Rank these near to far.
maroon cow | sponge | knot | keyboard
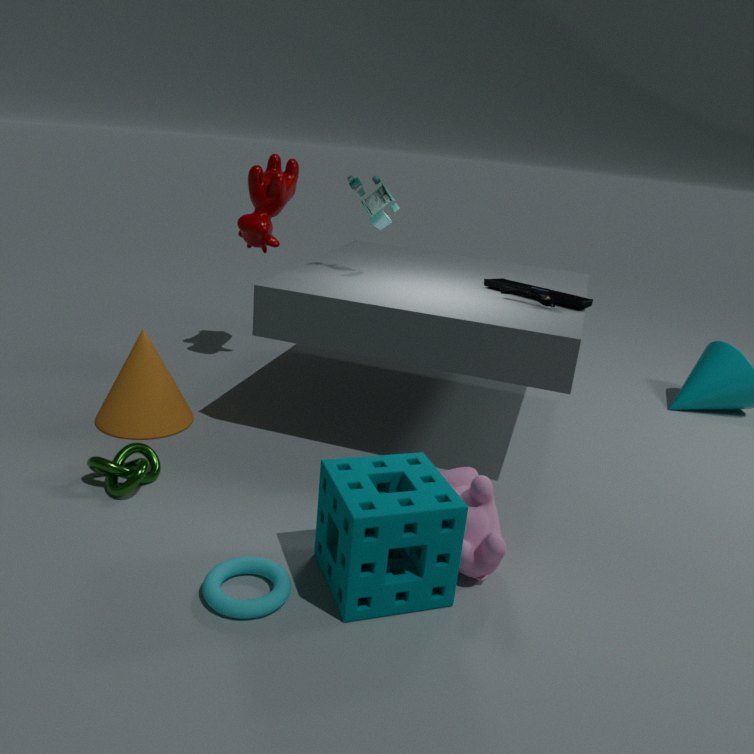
sponge, knot, keyboard, maroon cow
